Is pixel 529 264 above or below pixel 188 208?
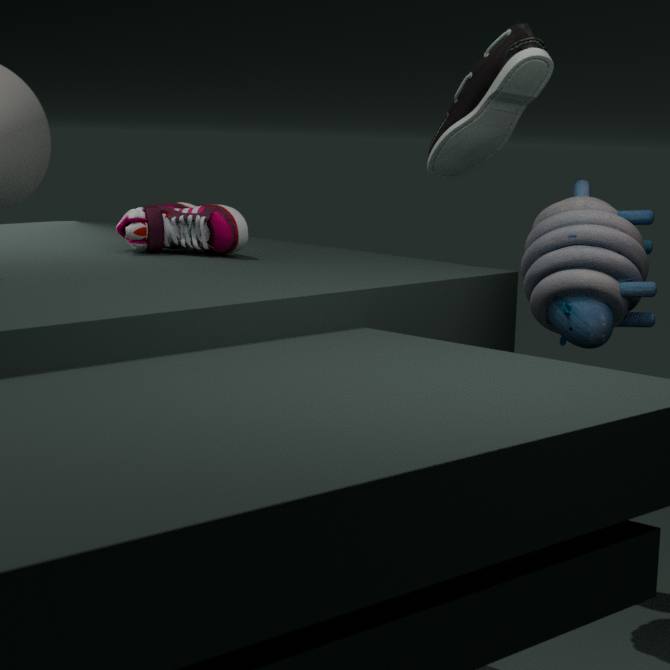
below
